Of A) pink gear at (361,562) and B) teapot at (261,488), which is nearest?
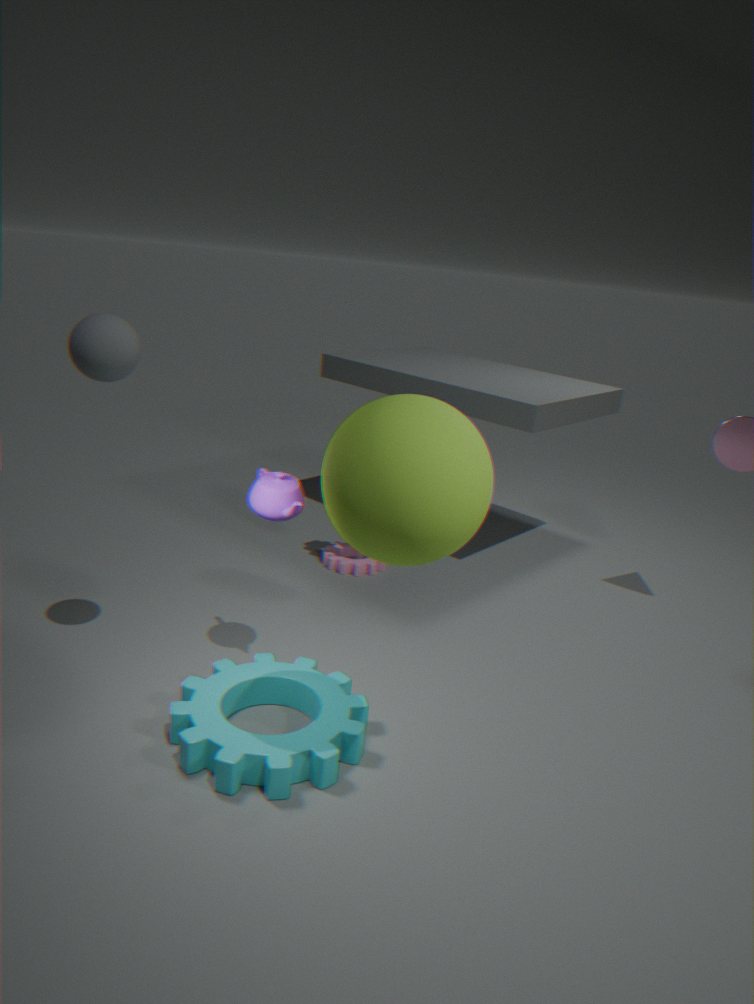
B. teapot at (261,488)
